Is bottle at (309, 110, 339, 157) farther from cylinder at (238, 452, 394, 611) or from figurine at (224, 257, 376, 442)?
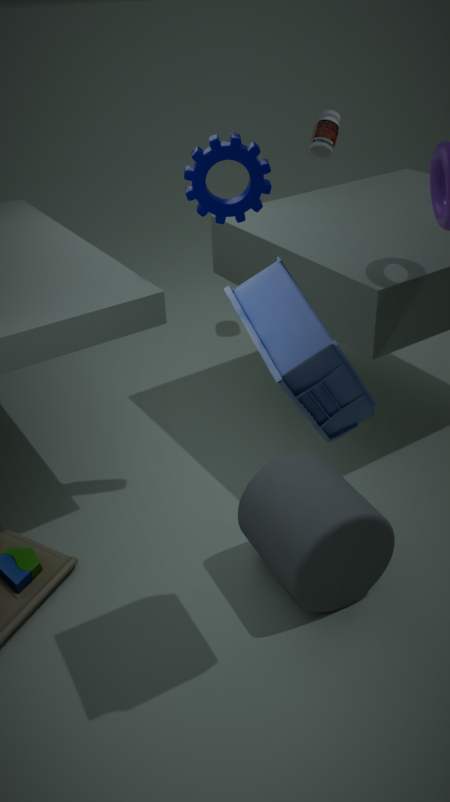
figurine at (224, 257, 376, 442)
